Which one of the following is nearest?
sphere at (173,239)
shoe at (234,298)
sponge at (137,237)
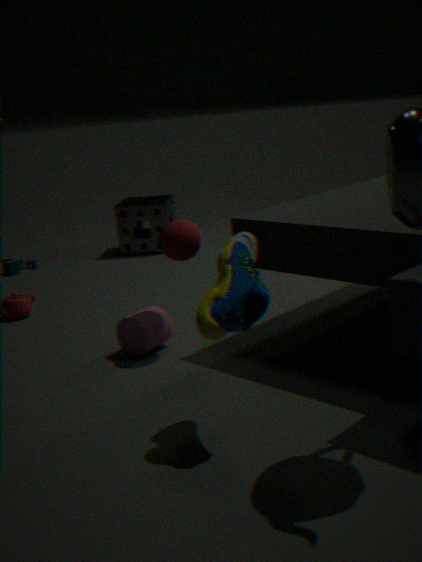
shoe at (234,298)
